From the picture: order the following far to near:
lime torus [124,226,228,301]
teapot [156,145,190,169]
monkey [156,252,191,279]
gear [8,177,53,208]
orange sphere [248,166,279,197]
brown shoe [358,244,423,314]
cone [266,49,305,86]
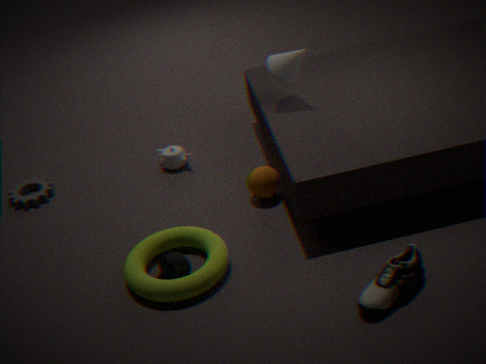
teapot [156,145,190,169]
gear [8,177,53,208]
cone [266,49,305,86]
orange sphere [248,166,279,197]
monkey [156,252,191,279]
lime torus [124,226,228,301]
brown shoe [358,244,423,314]
